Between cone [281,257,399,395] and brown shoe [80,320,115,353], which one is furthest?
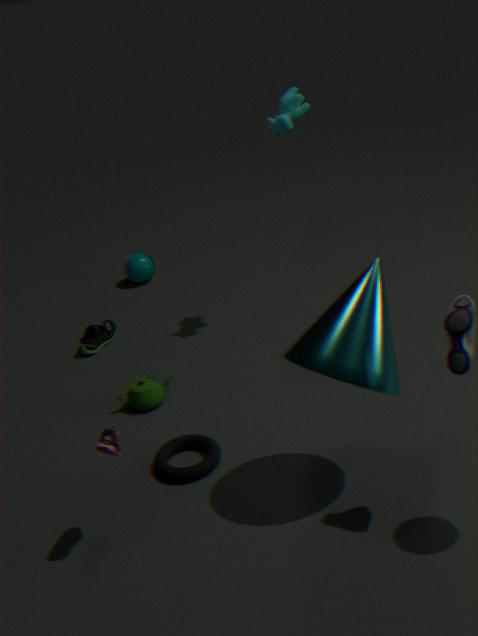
brown shoe [80,320,115,353]
